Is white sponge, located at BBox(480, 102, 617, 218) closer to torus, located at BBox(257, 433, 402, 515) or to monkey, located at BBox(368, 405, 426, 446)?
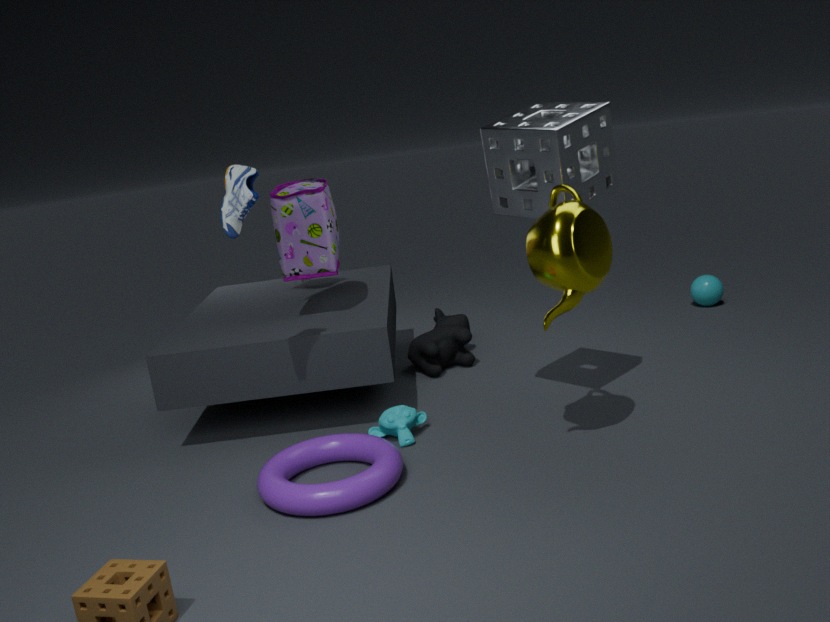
monkey, located at BBox(368, 405, 426, 446)
